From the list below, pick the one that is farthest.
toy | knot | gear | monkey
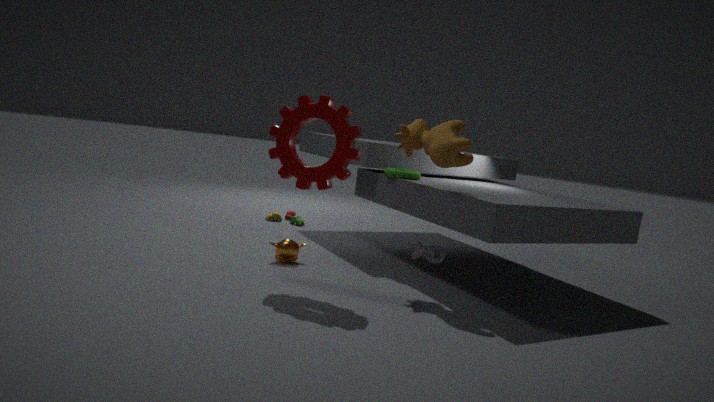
toy
